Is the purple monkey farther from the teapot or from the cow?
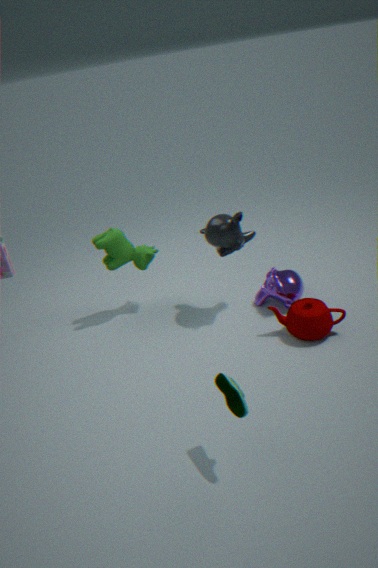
the cow
